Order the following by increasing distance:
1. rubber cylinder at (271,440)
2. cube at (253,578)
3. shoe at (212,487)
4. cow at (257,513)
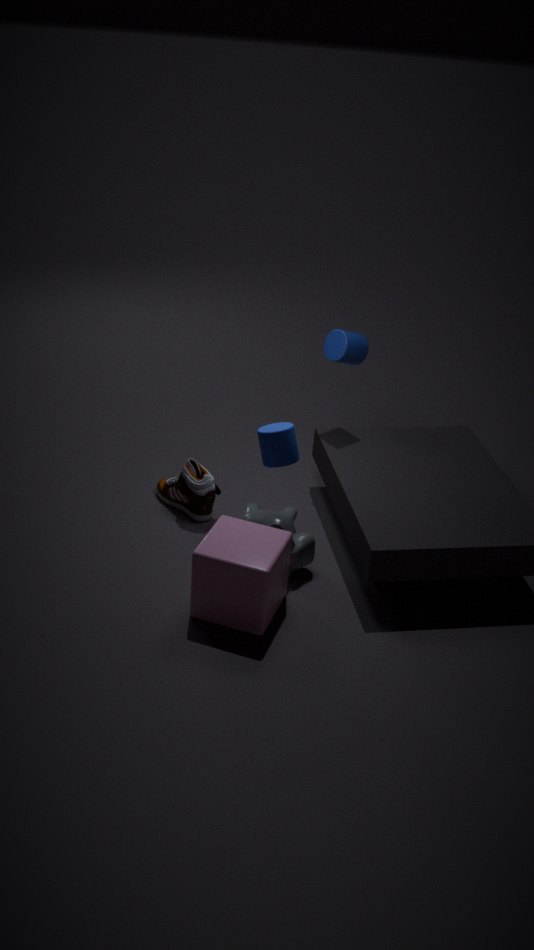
cube at (253,578) < rubber cylinder at (271,440) < cow at (257,513) < shoe at (212,487)
